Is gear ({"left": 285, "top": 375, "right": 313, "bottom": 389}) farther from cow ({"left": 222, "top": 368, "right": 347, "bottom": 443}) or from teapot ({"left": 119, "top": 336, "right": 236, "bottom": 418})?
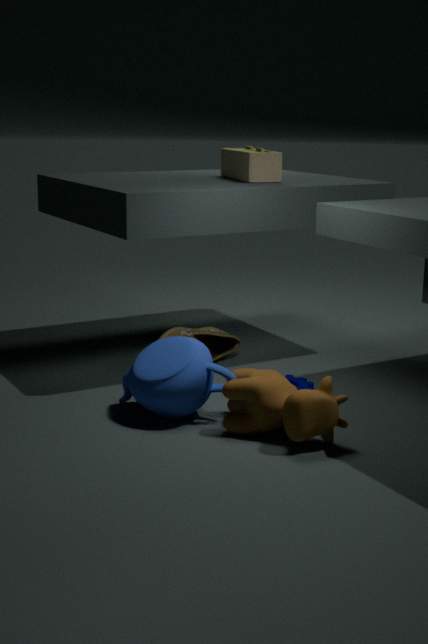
teapot ({"left": 119, "top": 336, "right": 236, "bottom": 418})
